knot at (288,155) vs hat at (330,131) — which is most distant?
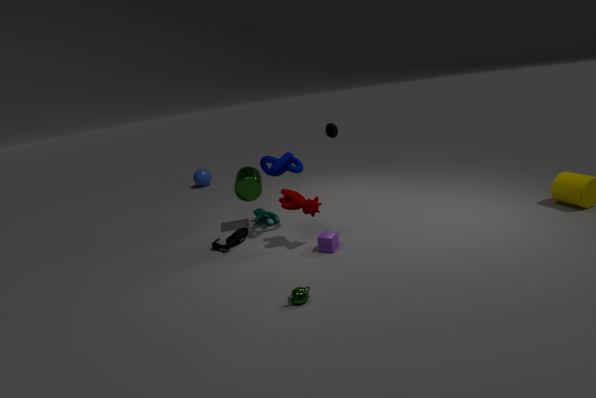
hat at (330,131)
